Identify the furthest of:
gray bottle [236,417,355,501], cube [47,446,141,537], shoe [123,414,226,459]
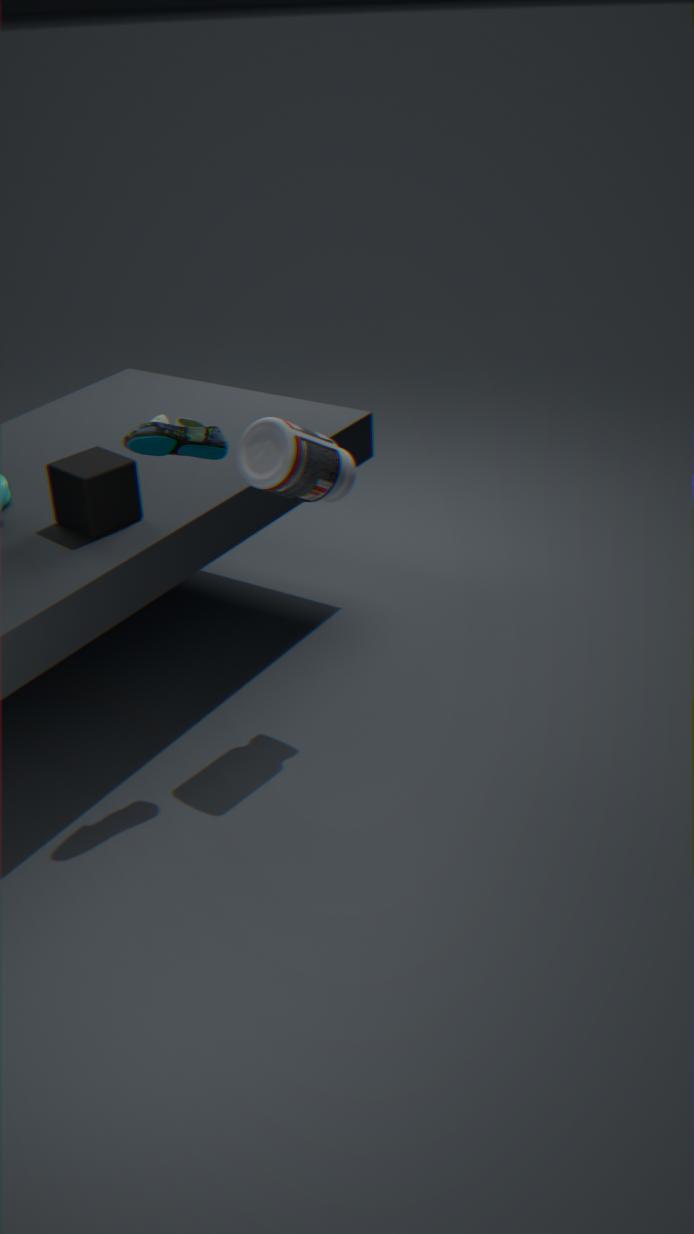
cube [47,446,141,537]
